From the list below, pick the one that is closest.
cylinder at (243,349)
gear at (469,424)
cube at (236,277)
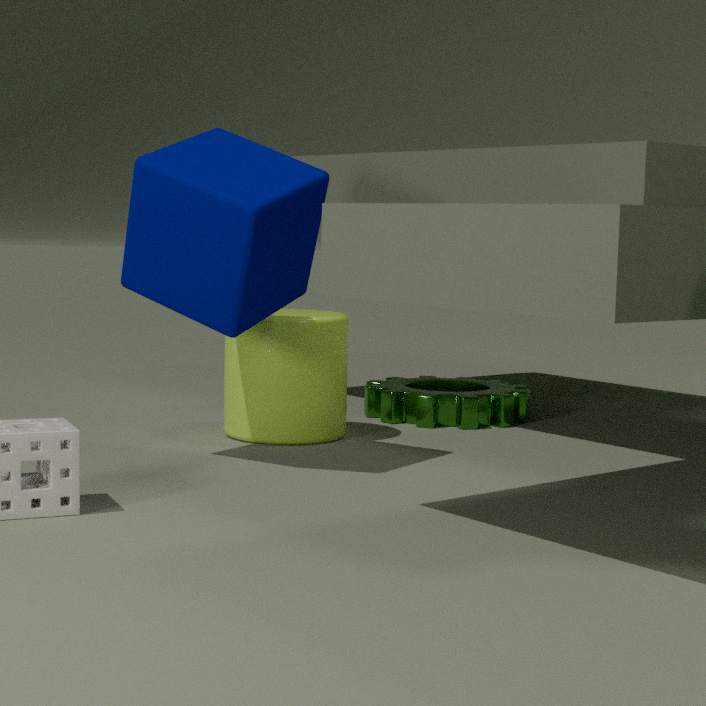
cube at (236,277)
